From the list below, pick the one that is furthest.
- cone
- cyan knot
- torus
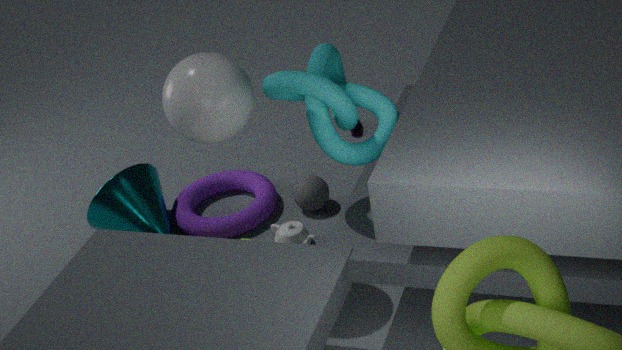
torus
